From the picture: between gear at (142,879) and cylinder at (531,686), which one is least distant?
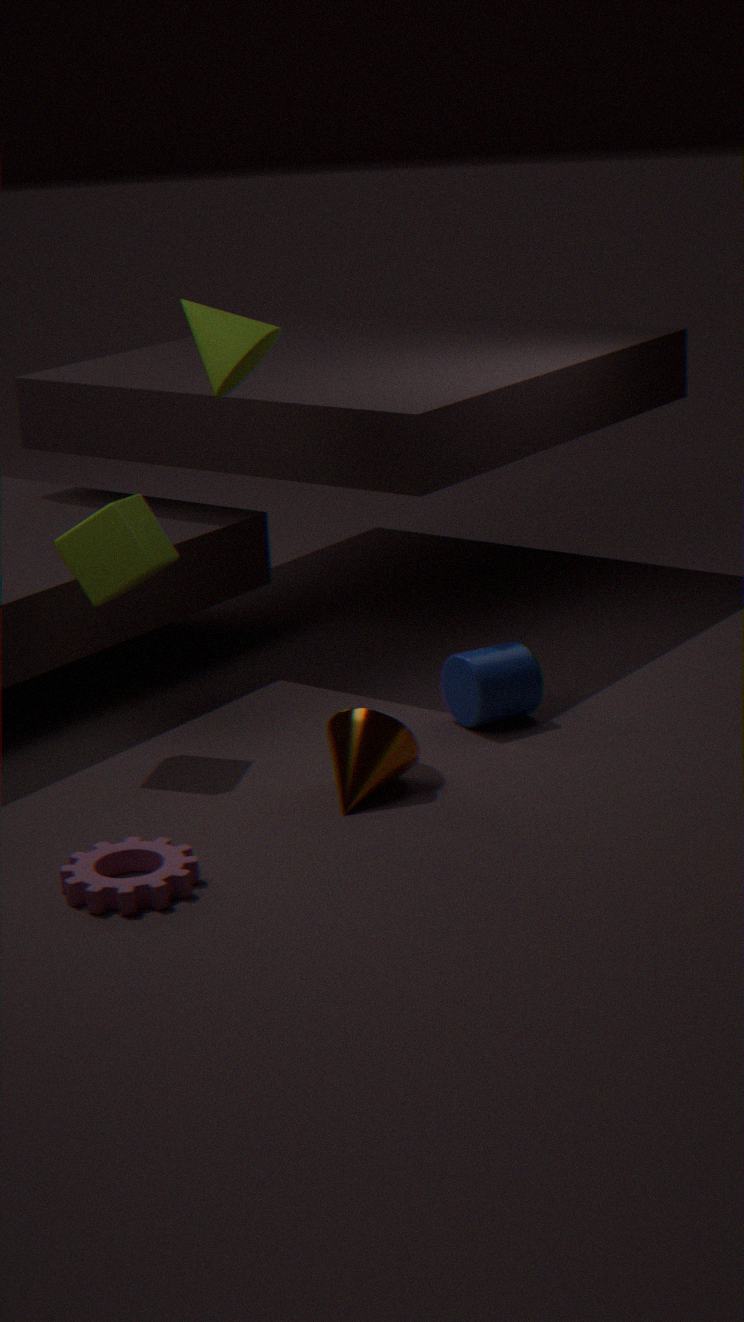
gear at (142,879)
